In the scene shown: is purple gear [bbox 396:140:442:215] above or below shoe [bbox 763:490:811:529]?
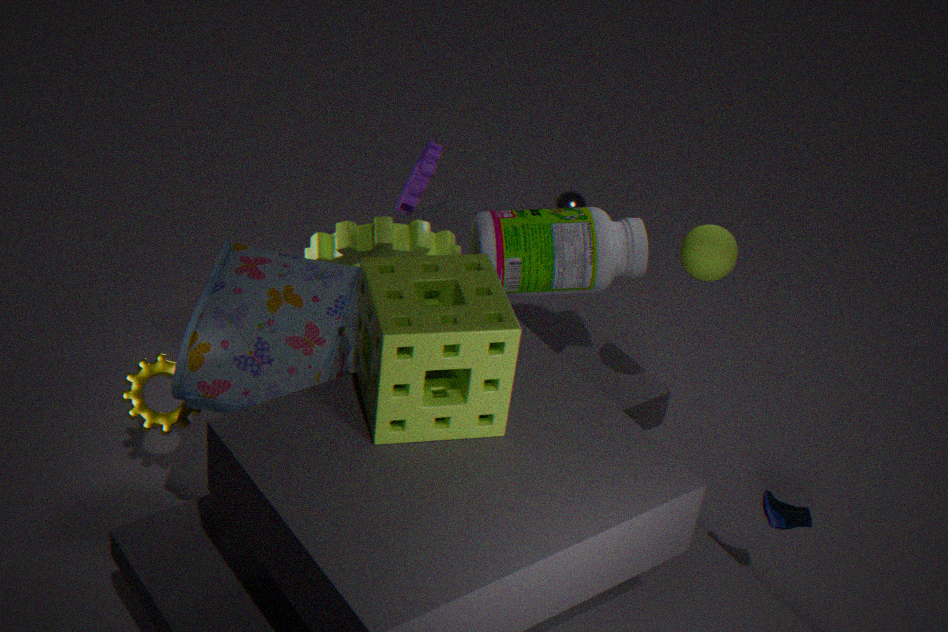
above
